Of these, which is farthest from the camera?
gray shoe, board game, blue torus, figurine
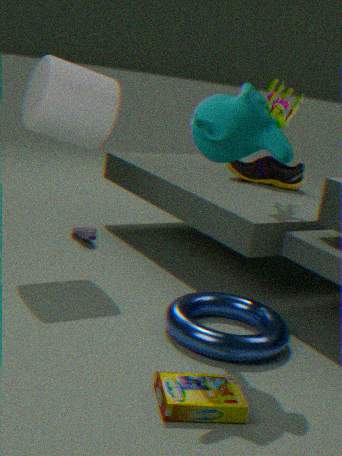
gray shoe
